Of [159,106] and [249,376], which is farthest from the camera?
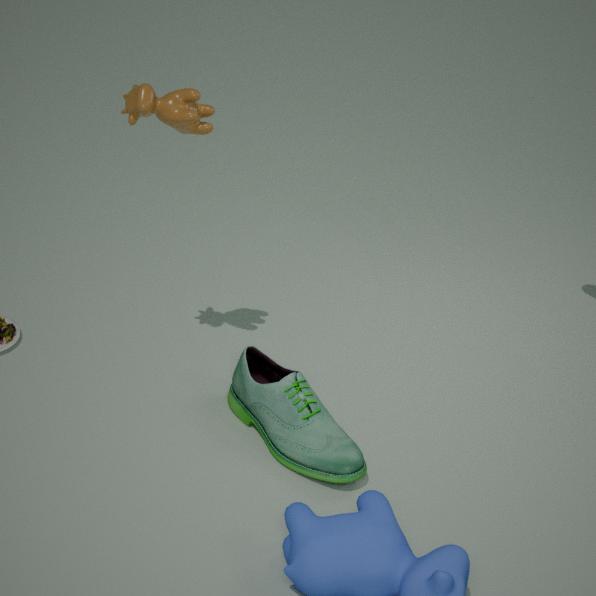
[249,376]
